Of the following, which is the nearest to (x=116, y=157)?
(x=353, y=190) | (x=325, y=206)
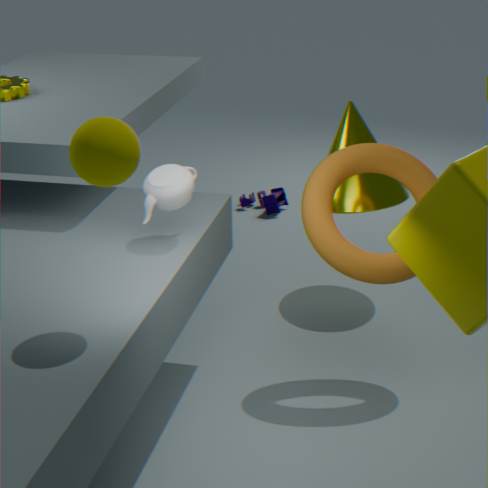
(x=325, y=206)
